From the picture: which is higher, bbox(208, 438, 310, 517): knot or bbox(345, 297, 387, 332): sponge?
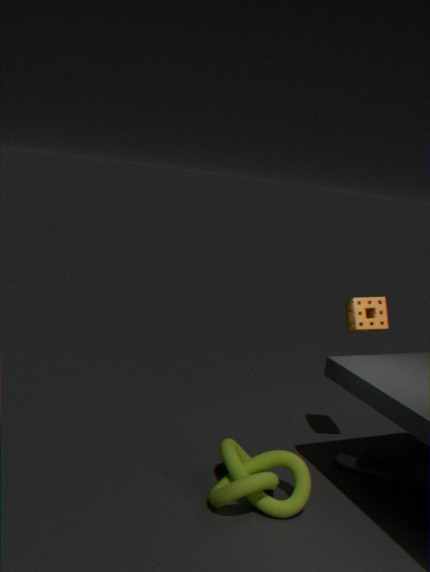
bbox(345, 297, 387, 332): sponge
